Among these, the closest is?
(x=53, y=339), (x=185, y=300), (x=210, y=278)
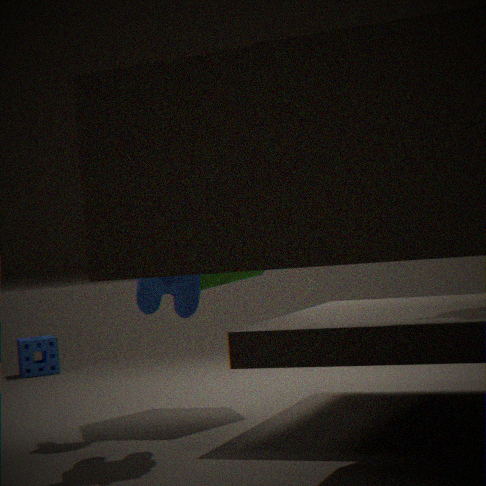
(x=185, y=300)
